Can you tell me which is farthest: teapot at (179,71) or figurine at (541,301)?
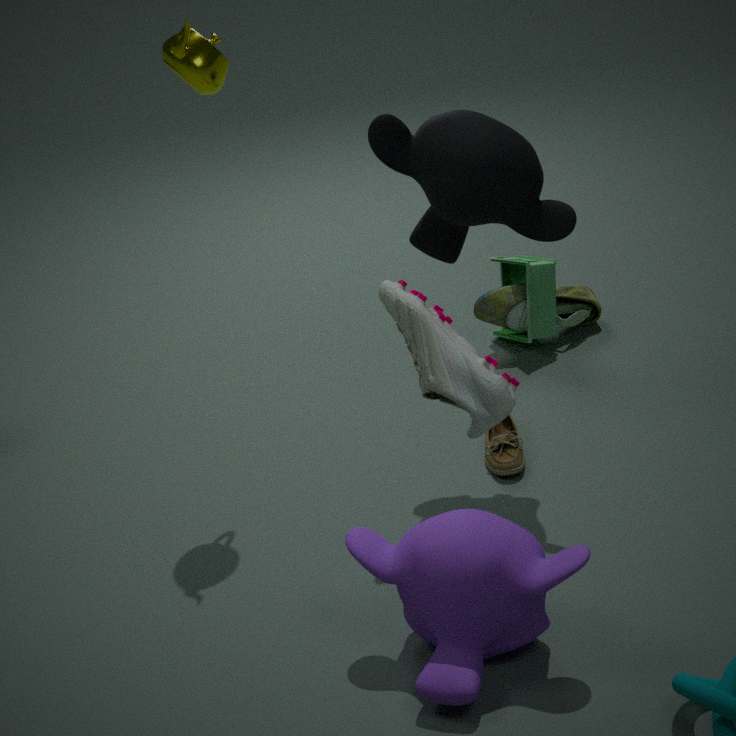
figurine at (541,301)
